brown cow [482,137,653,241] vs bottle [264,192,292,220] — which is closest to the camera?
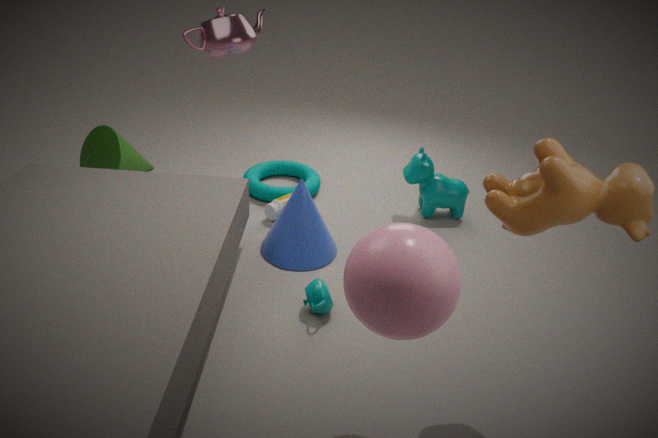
brown cow [482,137,653,241]
